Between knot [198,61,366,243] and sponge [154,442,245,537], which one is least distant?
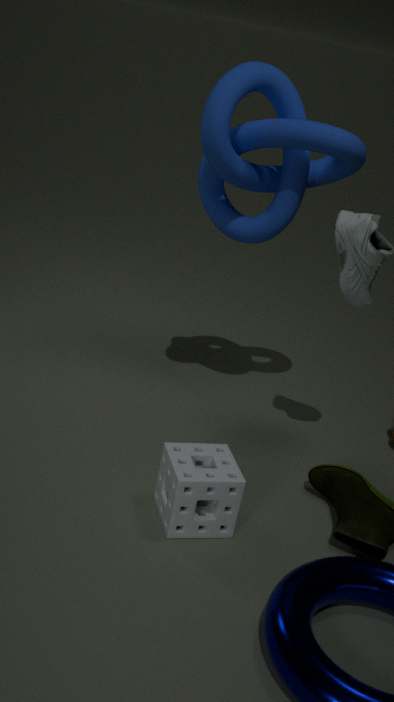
sponge [154,442,245,537]
